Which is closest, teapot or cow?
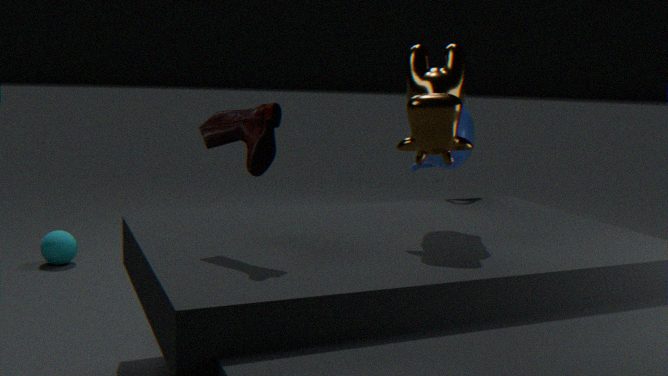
cow
